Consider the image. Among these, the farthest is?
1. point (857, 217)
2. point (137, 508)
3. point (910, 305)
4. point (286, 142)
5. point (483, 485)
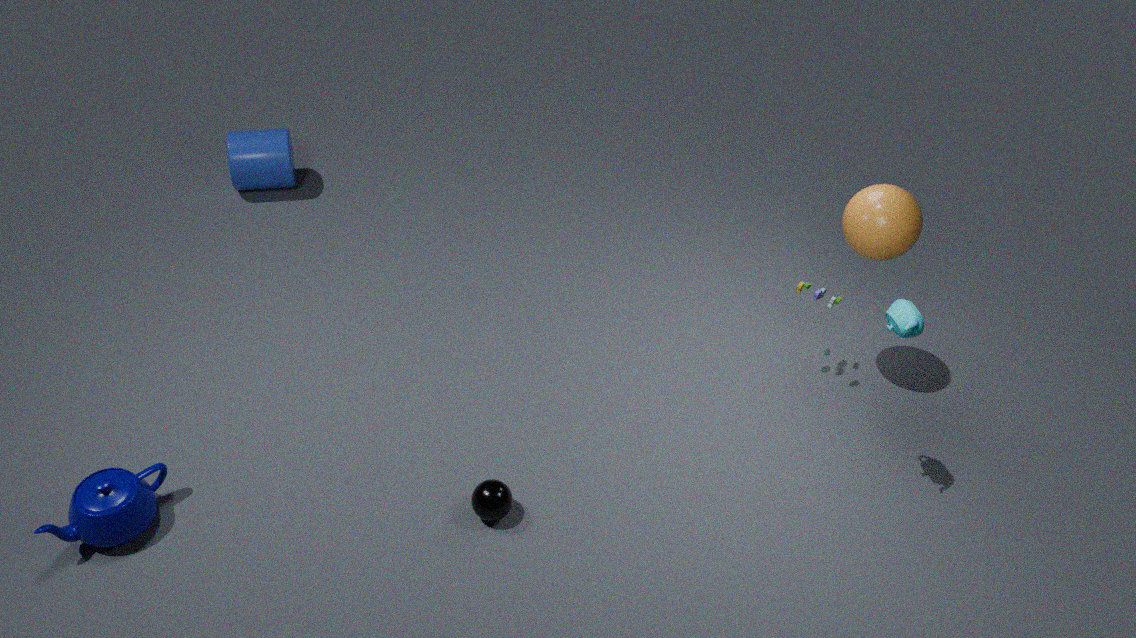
point (286, 142)
